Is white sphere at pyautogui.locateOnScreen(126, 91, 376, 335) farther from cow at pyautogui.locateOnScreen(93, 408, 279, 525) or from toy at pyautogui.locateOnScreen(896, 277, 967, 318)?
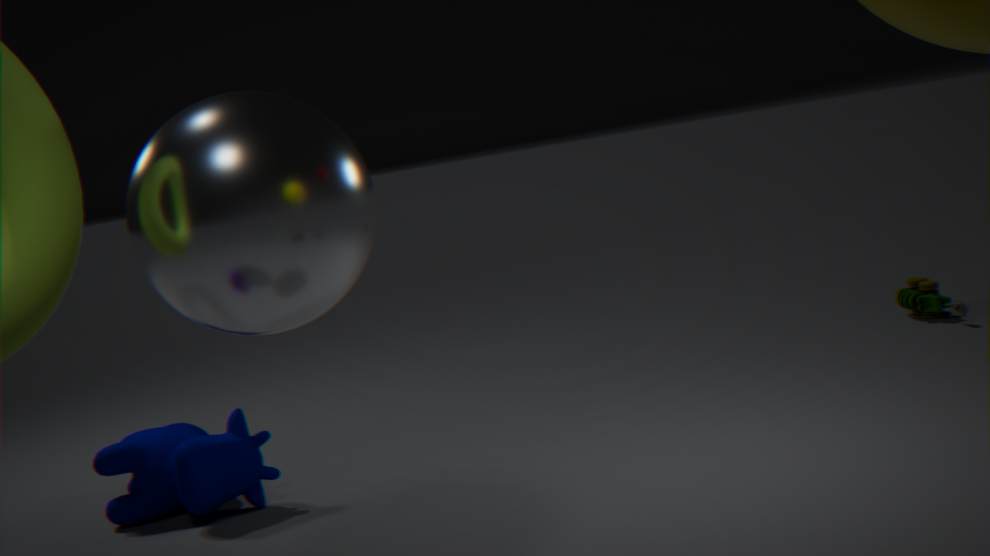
toy at pyautogui.locateOnScreen(896, 277, 967, 318)
